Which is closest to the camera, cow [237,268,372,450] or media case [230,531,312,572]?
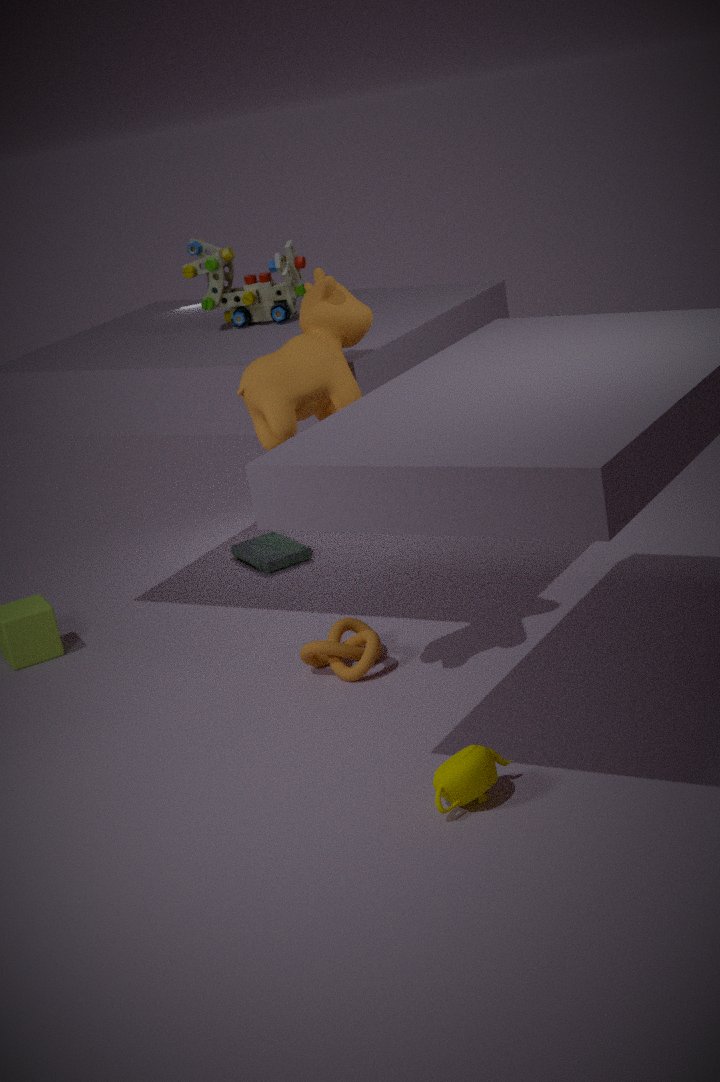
cow [237,268,372,450]
